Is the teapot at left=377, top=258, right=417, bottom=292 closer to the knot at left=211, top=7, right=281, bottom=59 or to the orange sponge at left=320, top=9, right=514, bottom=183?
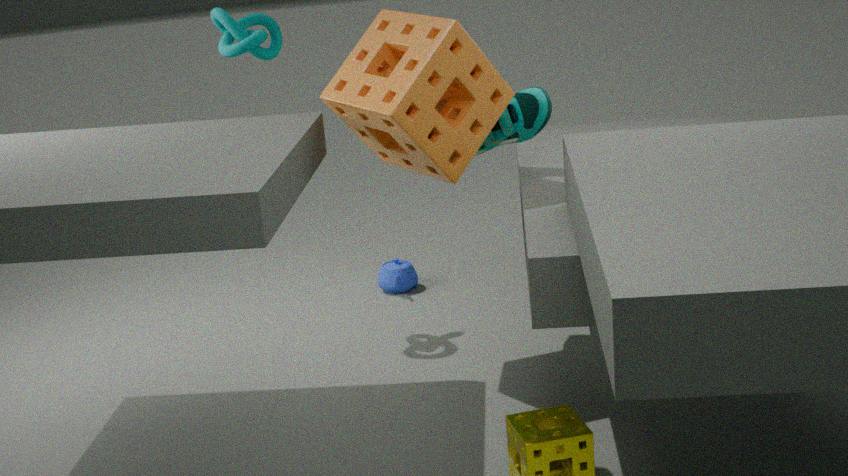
the orange sponge at left=320, top=9, right=514, bottom=183
